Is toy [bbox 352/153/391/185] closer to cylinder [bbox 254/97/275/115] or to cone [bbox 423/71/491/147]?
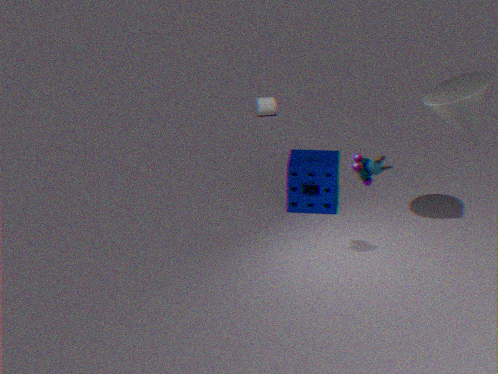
cone [bbox 423/71/491/147]
